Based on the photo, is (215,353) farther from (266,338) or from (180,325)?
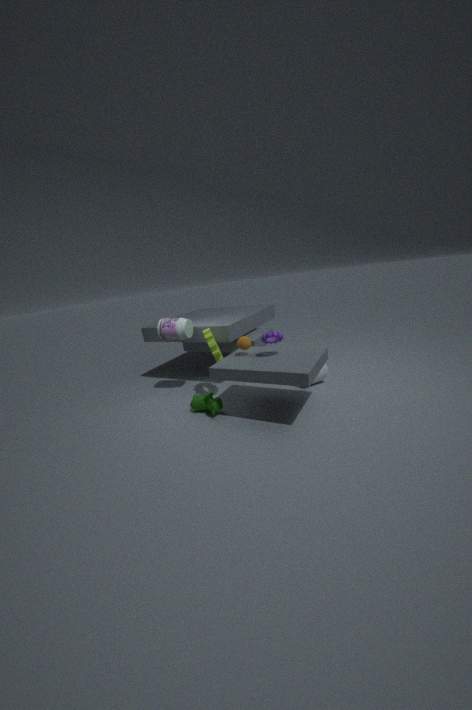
(266,338)
